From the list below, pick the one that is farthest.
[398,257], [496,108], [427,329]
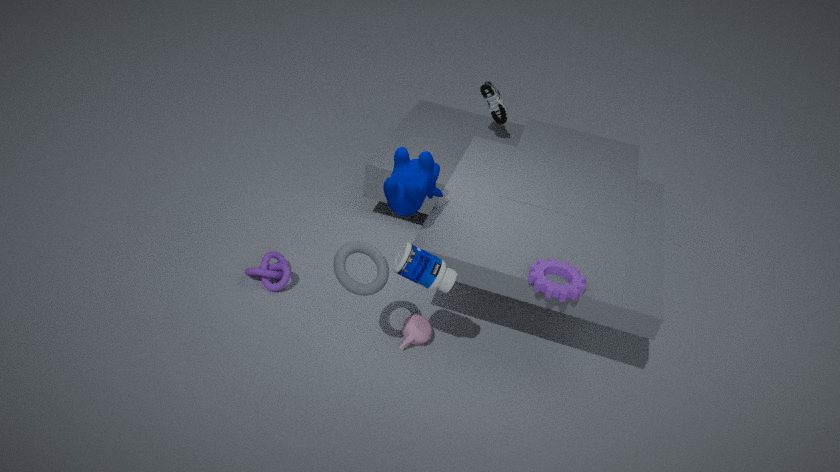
[496,108]
